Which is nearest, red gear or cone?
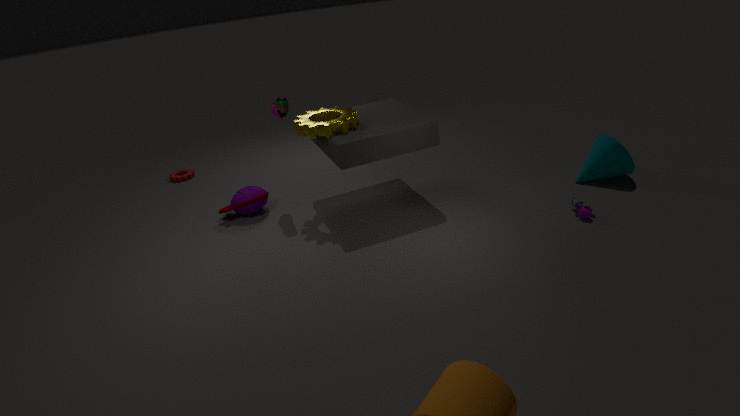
cone
